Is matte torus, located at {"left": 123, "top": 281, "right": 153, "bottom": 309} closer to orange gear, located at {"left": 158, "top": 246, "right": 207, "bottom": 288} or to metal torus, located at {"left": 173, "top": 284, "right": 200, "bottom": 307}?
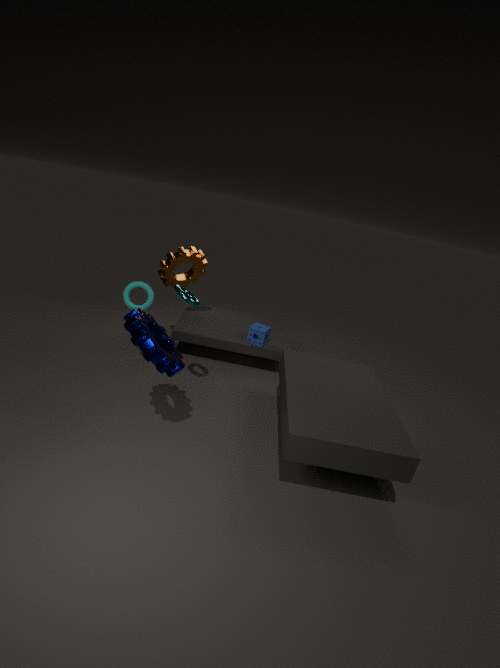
metal torus, located at {"left": 173, "top": 284, "right": 200, "bottom": 307}
